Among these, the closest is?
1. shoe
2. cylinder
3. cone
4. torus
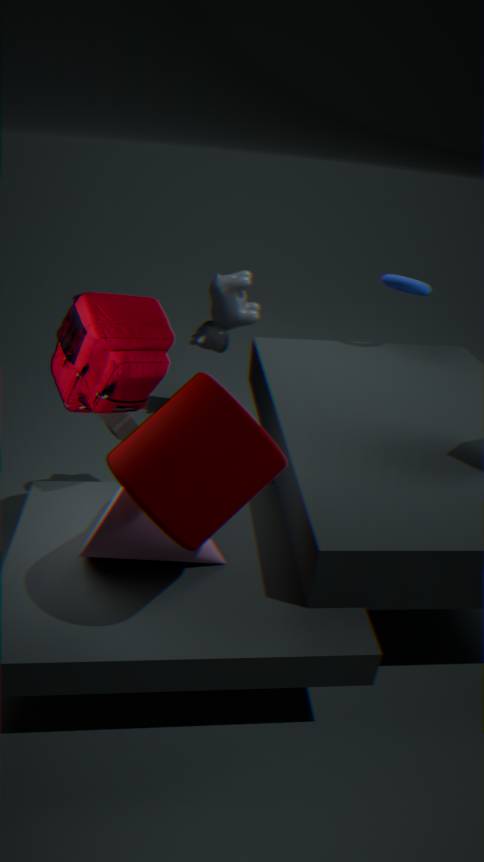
cylinder
